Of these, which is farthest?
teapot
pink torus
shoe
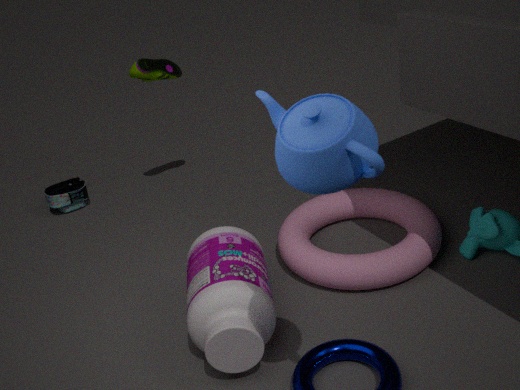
shoe
